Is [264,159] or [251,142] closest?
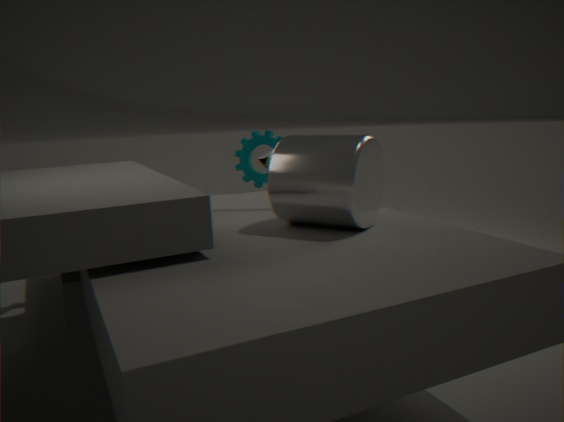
[251,142]
